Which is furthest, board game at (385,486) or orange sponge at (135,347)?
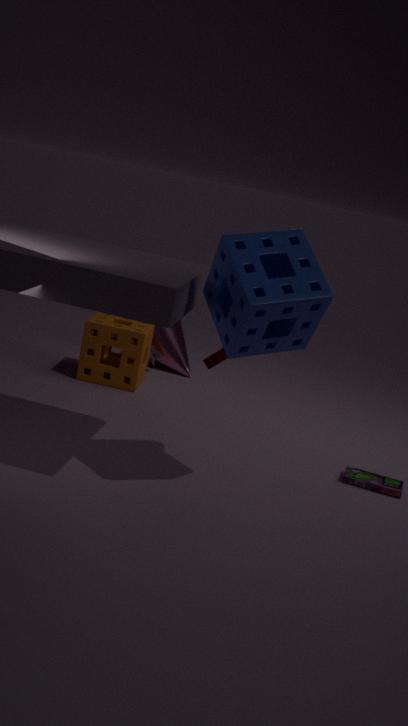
orange sponge at (135,347)
